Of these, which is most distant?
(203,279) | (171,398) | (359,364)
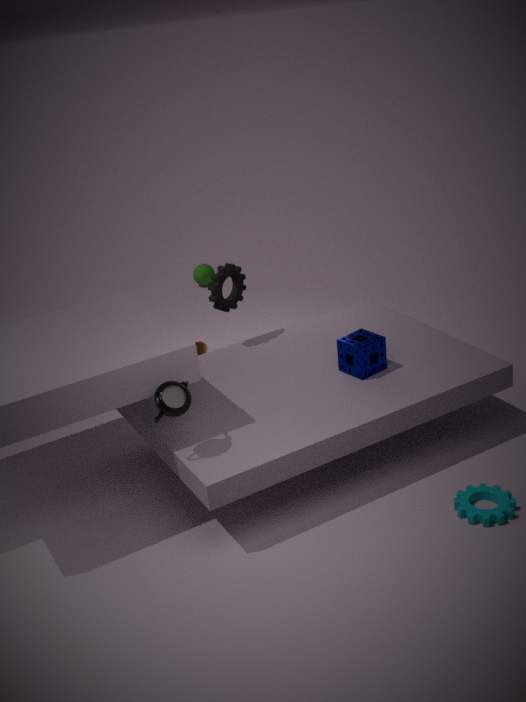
(203,279)
